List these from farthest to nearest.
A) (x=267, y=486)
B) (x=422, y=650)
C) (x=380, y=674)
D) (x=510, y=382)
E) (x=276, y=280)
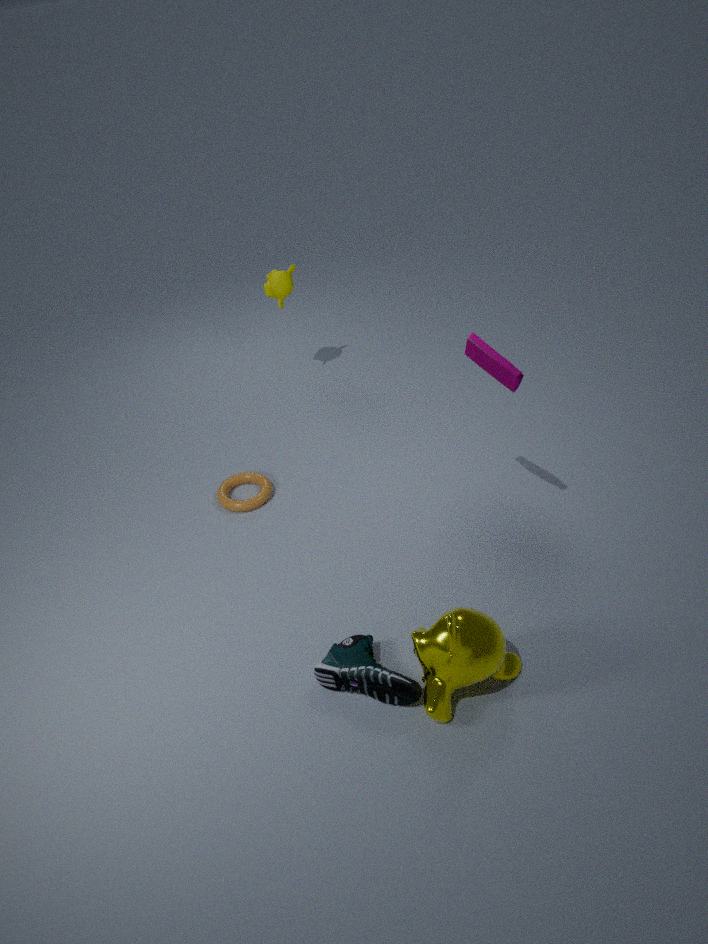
(x=276, y=280) → (x=267, y=486) → (x=510, y=382) → (x=380, y=674) → (x=422, y=650)
